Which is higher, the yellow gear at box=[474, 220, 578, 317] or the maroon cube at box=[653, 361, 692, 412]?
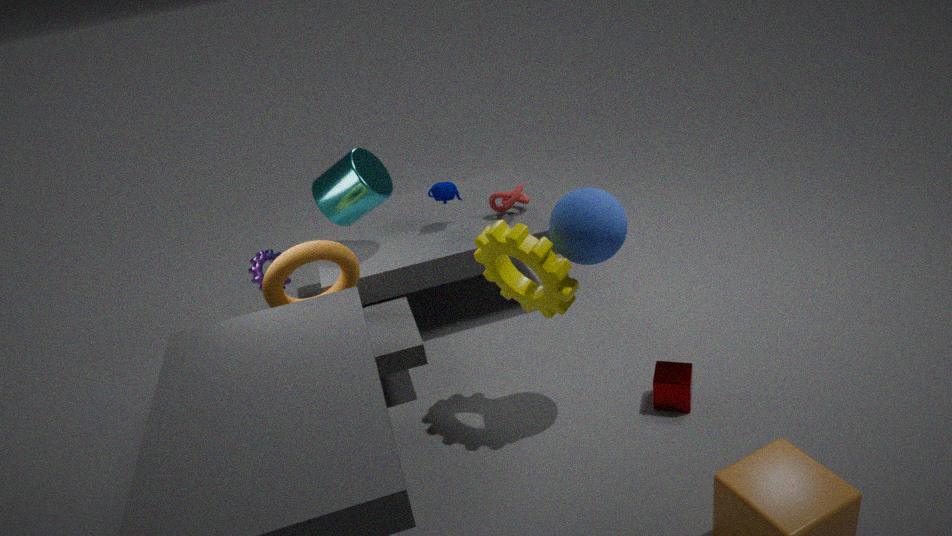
the yellow gear at box=[474, 220, 578, 317]
